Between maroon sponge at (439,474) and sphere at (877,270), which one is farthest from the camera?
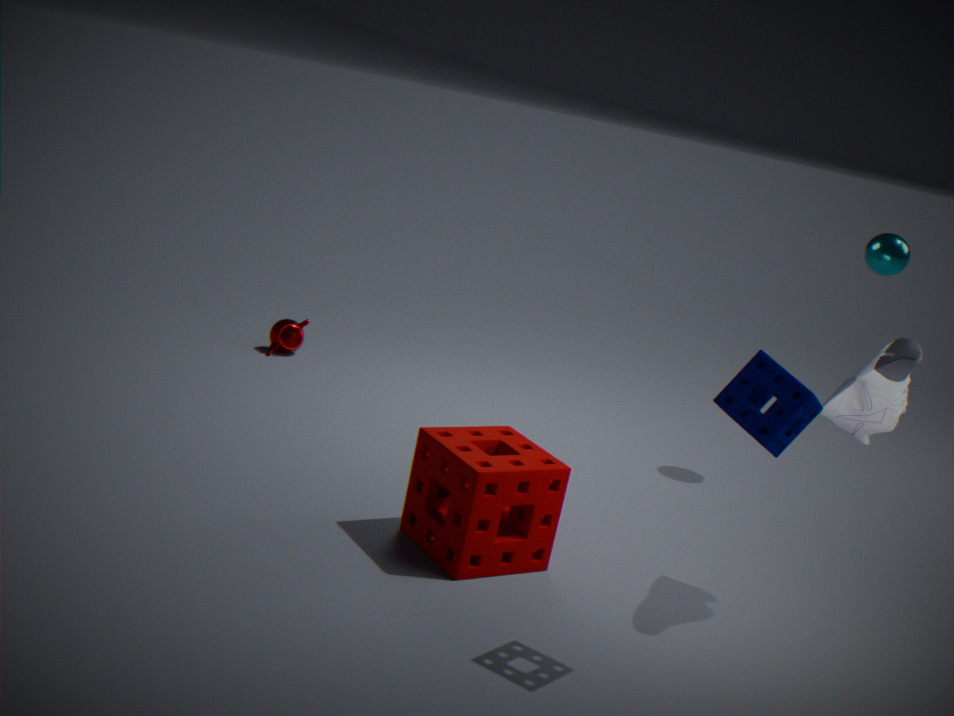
sphere at (877,270)
